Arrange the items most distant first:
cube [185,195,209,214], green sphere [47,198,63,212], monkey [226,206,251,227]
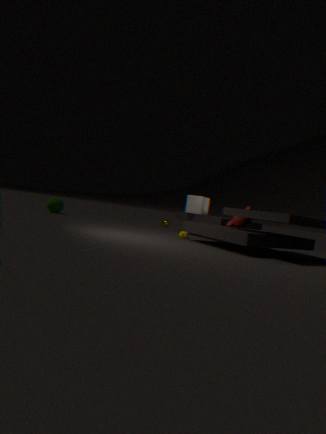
green sphere [47,198,63,212] < cube [185,195,209,214] < monkey [226,206,251,227]
